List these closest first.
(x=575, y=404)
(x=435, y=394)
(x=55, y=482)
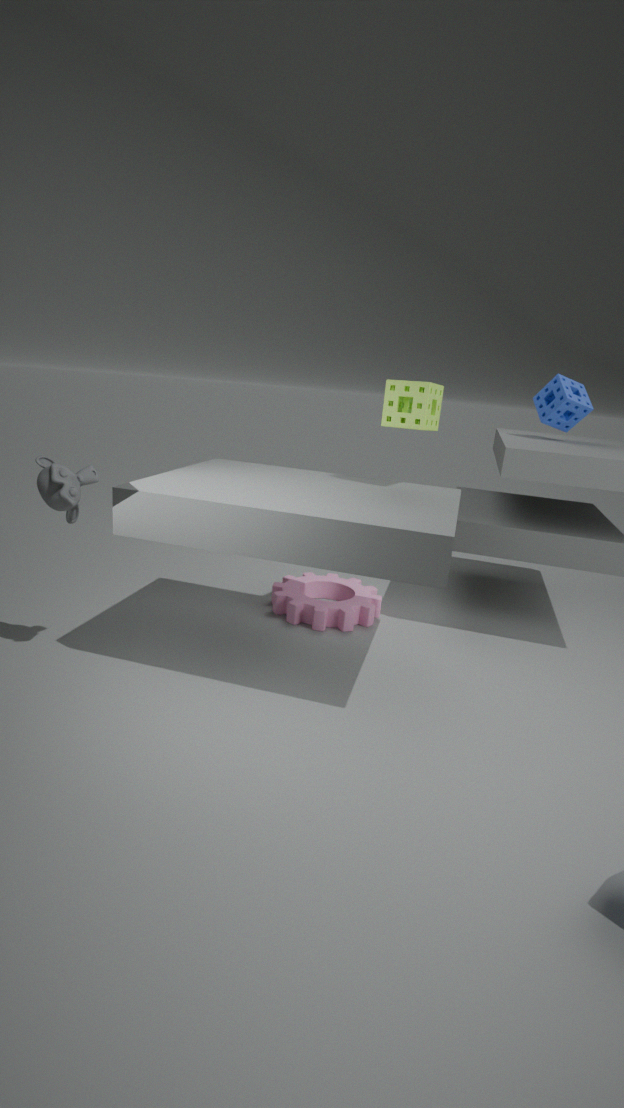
(x=55, y=482) → (x=435, y=394) → (x=575, y=404)
